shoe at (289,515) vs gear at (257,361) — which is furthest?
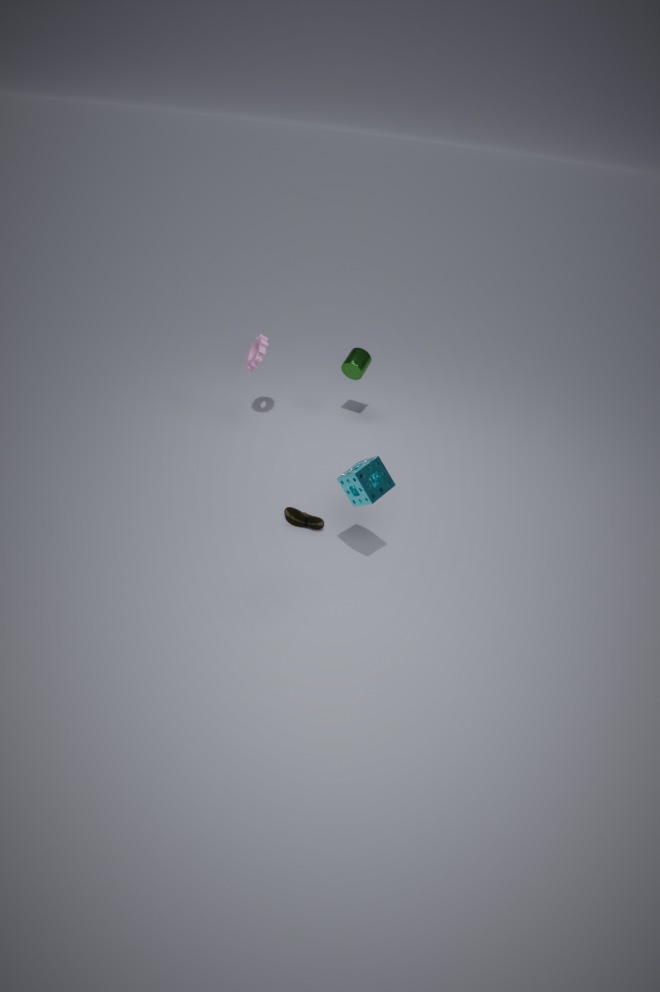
gear at (257,361)
